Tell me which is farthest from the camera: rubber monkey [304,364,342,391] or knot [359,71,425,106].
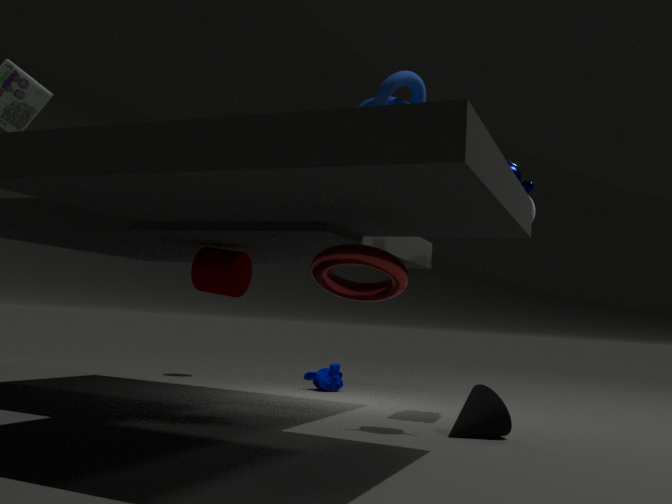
rubber monkey [304,364,342,391]
